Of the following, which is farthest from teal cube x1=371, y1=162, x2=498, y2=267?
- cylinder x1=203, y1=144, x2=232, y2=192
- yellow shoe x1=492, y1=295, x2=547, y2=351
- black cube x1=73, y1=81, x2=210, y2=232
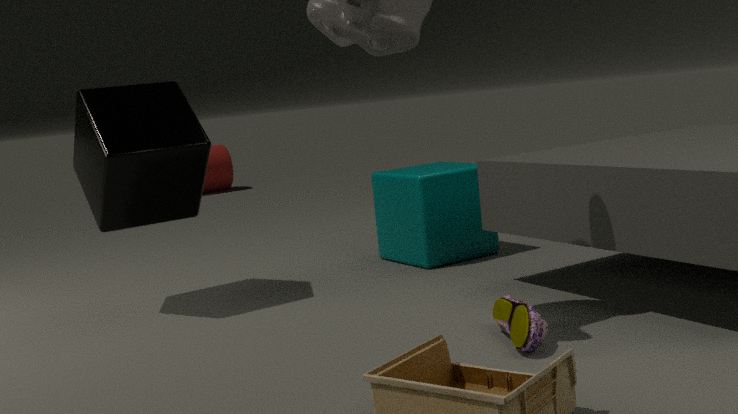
cylinder x1=203, y1=144, x2=232, y2=192
